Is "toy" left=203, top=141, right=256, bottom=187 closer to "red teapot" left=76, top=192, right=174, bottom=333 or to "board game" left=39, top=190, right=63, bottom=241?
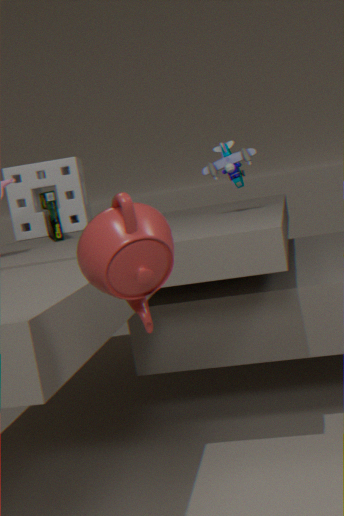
"board game" left=39, top=190, right=63, bottom=241
